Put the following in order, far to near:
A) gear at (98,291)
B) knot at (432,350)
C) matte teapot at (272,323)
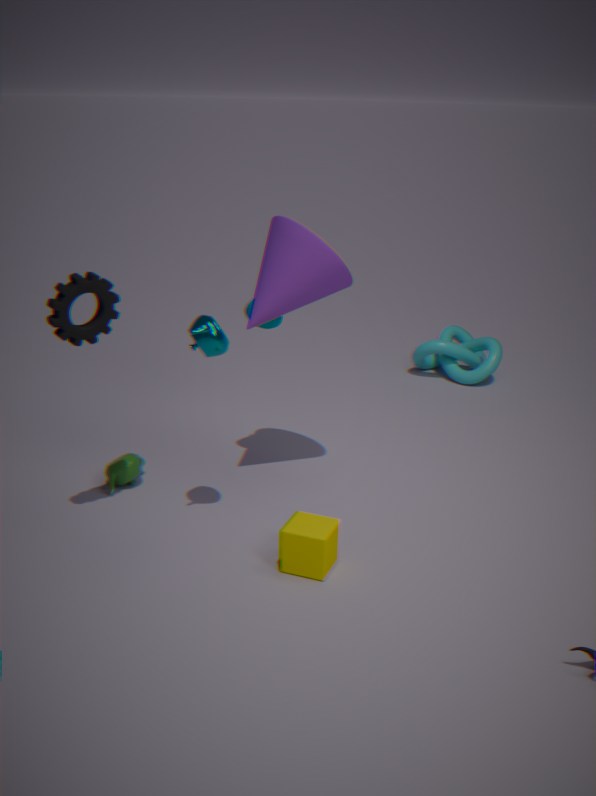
knot at (432,350), matte teapot at (272,323), gear at (98,291)
